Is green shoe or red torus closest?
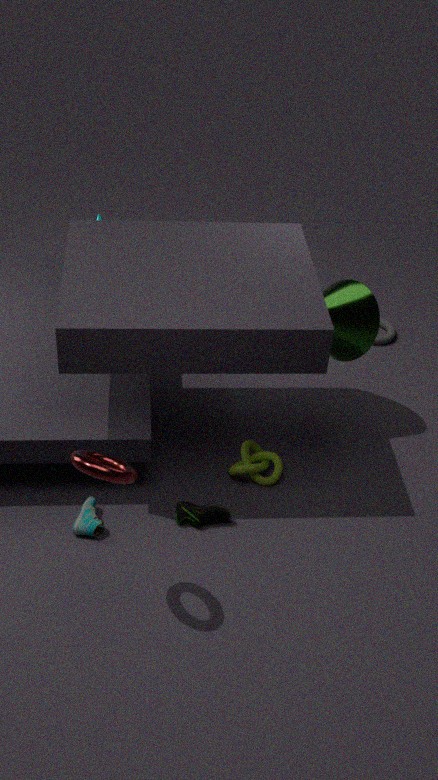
red torus
